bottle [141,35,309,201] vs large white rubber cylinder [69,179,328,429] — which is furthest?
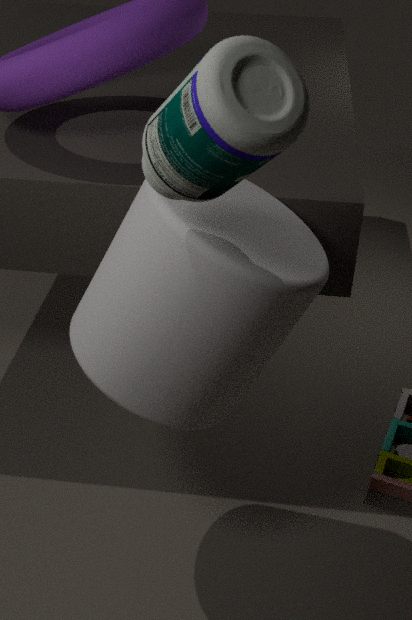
large white rubber cylinder [69,179,328,429]
